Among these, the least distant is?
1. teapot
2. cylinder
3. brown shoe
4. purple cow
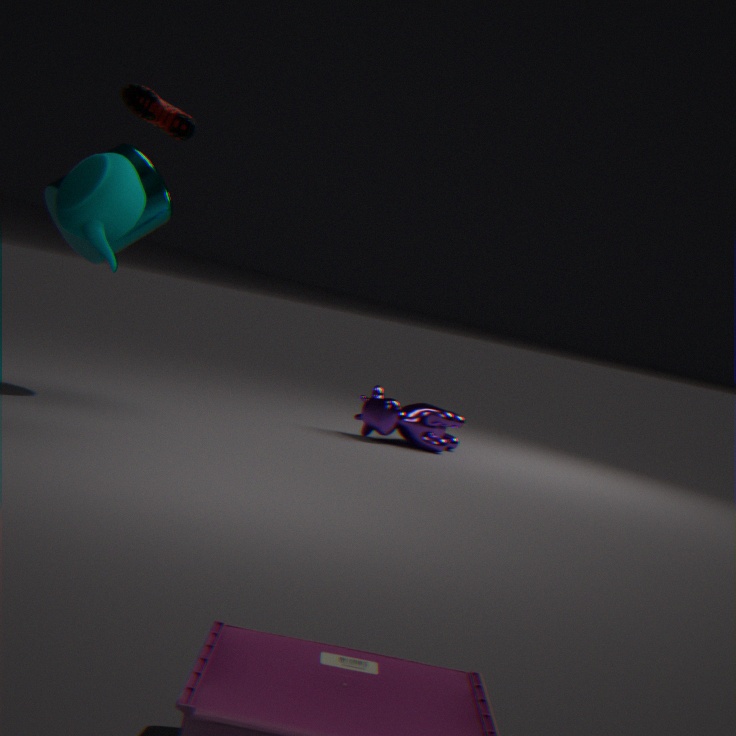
teapot
